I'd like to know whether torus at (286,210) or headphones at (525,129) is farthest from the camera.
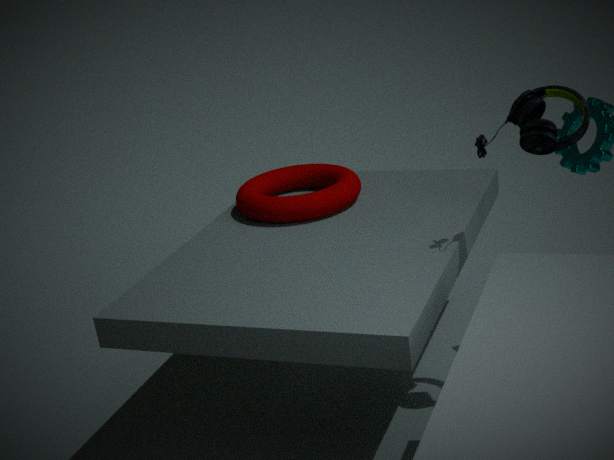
torus at (286,210)
